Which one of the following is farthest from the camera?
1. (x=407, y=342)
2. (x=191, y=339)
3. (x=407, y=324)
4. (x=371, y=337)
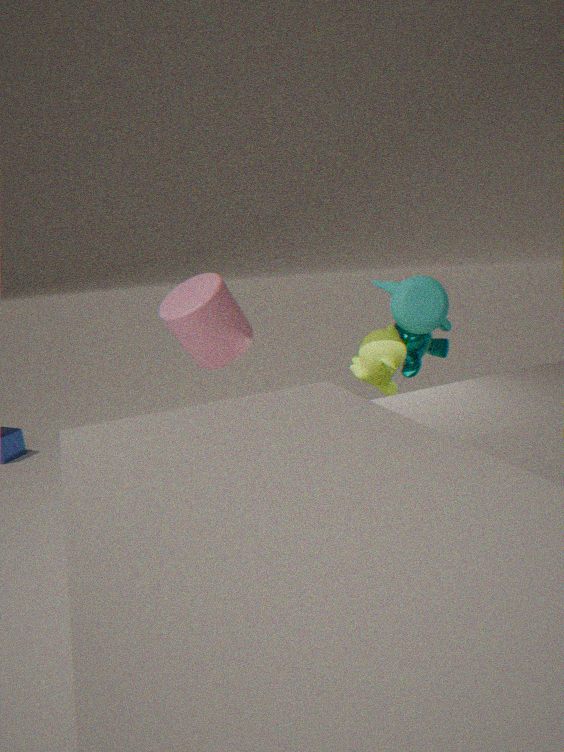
(x=407, y=342)
